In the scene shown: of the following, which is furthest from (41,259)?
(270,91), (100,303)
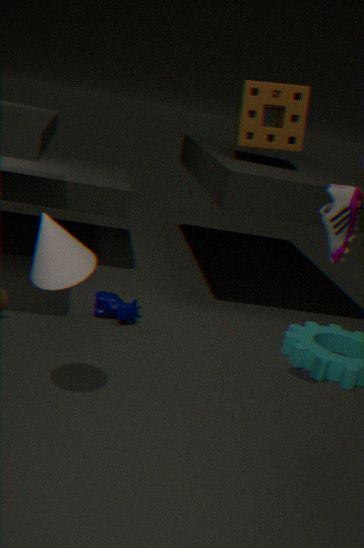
(270,91)
